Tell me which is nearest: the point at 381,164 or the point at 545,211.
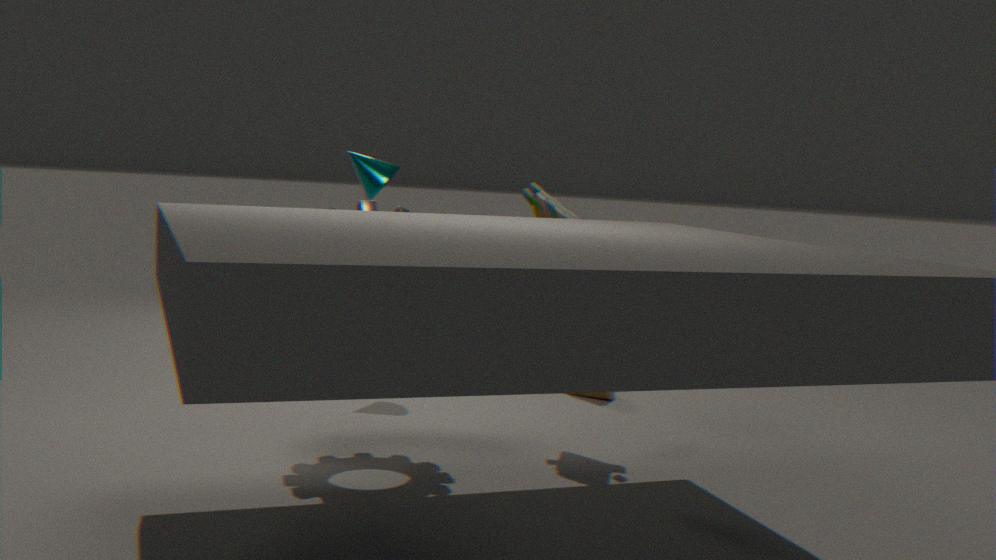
the point at 545,211
